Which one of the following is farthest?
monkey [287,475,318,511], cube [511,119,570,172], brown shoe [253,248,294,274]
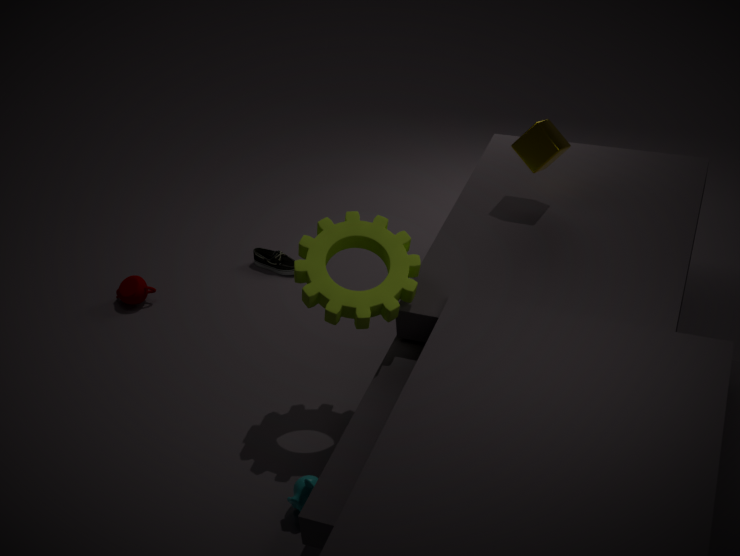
brown shoe [253,248,294,274]
